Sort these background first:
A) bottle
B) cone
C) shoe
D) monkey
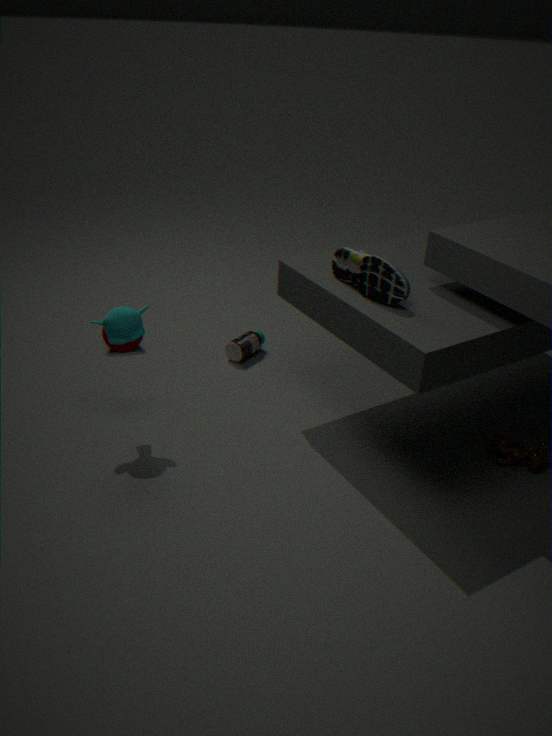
cone < bottle < monkey < shoe
